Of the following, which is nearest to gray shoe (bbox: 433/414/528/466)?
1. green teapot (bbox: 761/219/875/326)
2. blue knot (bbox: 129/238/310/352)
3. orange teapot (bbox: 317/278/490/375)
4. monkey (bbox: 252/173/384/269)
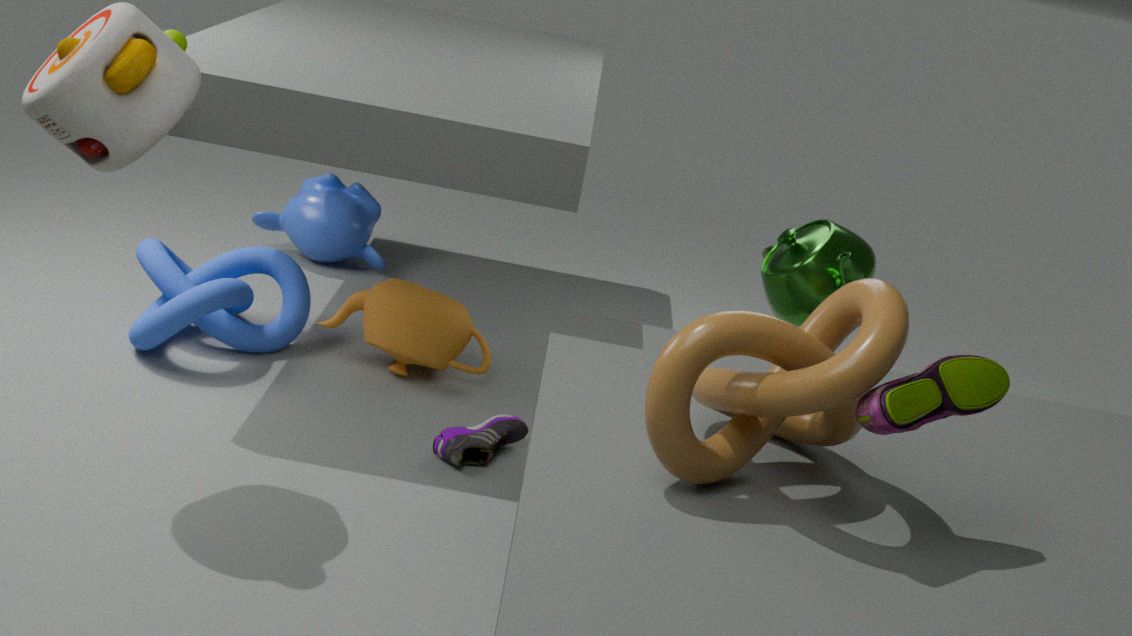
orange teapot (bbox: 317/278/490/375)
